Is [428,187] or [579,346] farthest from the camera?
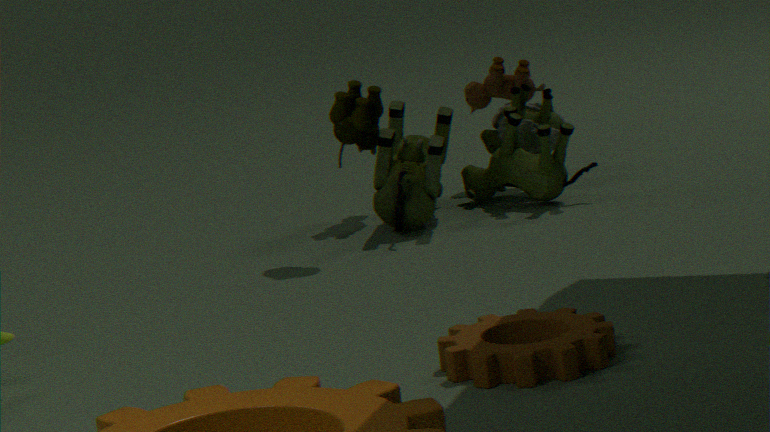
[428,187]
